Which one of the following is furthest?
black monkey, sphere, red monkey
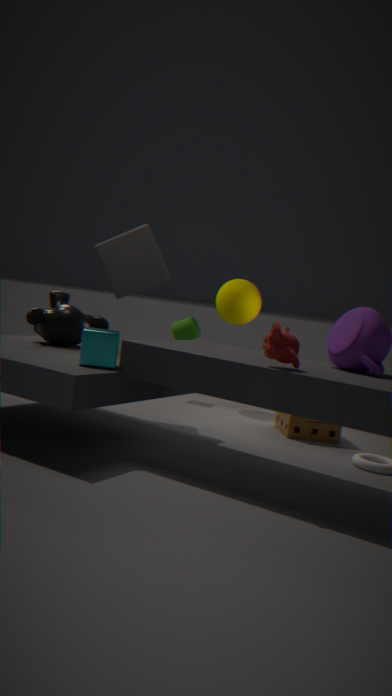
sphere
